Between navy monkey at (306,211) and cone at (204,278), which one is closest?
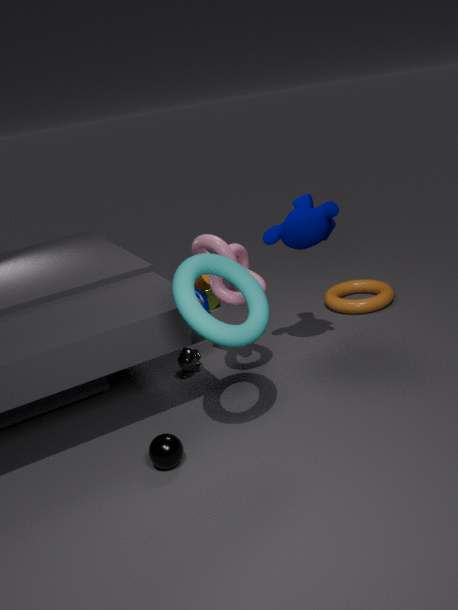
navy monkey at (306,211)
